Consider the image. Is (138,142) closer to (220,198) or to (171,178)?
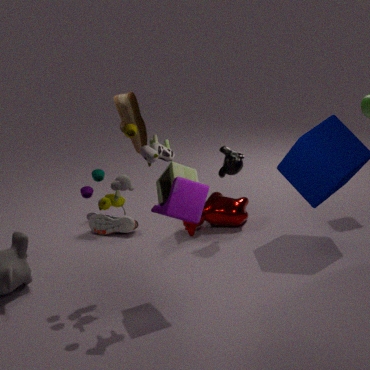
(220,198)
